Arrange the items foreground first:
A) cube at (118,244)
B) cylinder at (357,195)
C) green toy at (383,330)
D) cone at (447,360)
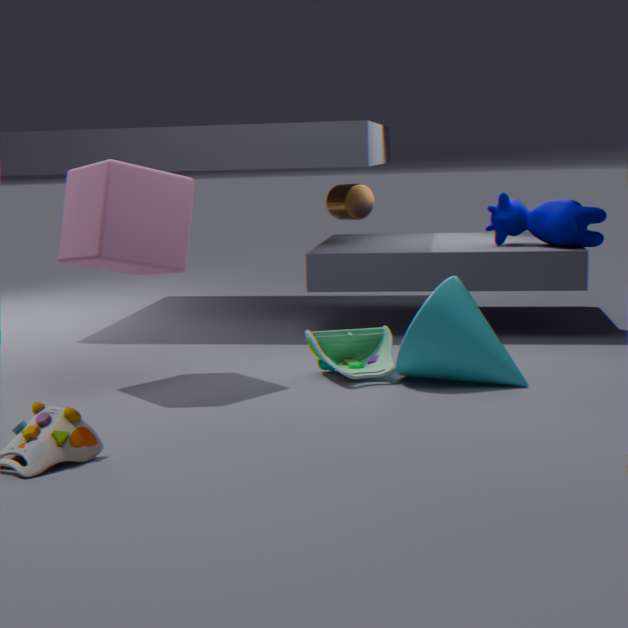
cube at (118,244) < cone at (447,360) < green toy at (383,330) < cylinder at (357,195)
